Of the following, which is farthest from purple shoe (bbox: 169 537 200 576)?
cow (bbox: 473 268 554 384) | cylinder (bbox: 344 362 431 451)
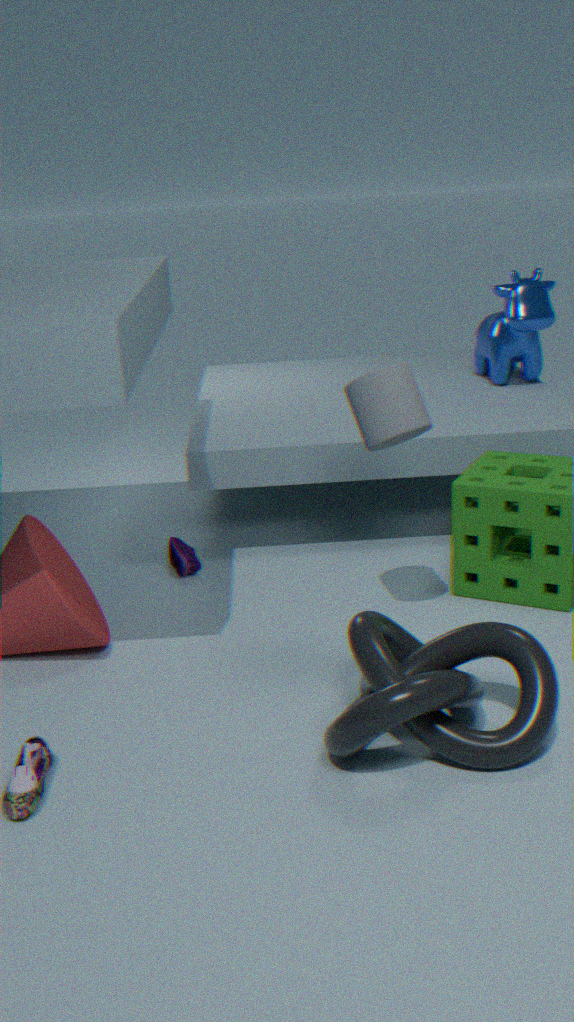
cow (bbox: 473 268 554 384)
